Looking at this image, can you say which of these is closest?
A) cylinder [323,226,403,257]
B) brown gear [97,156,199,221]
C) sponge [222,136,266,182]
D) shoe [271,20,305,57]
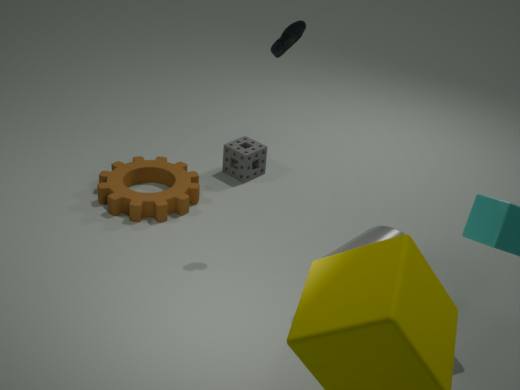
cylinder [323,226,403,257]
